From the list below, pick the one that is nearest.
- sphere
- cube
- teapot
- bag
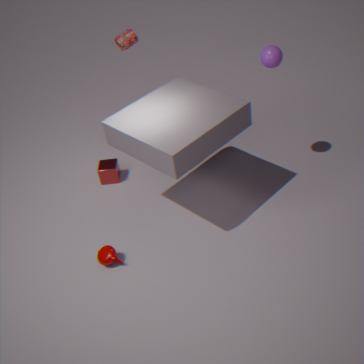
teapot
